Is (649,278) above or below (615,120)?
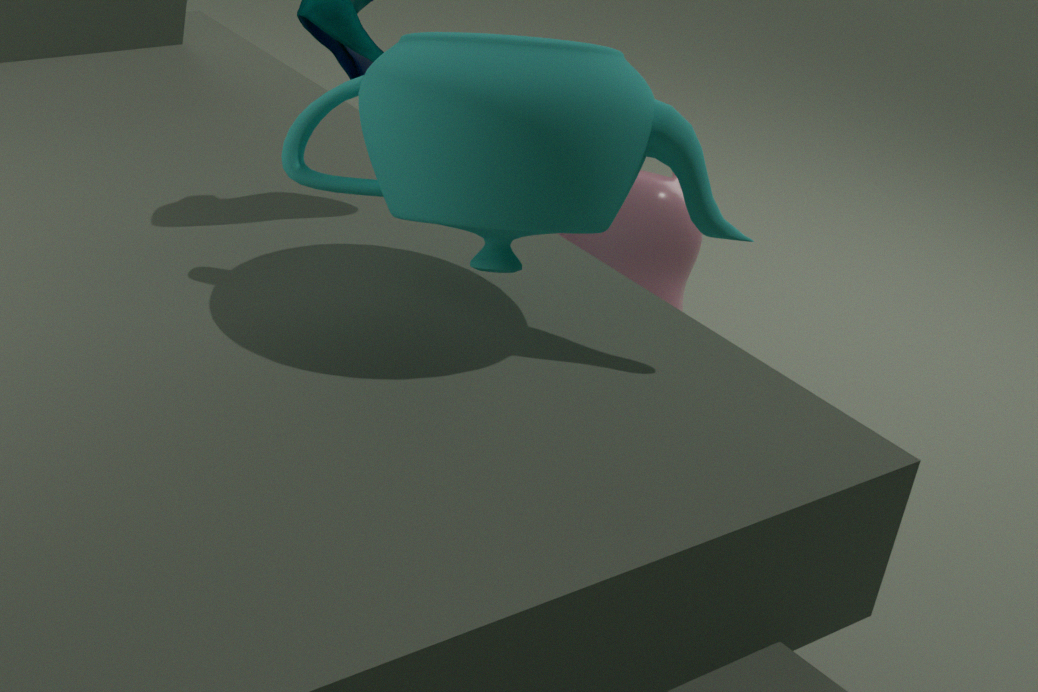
below
